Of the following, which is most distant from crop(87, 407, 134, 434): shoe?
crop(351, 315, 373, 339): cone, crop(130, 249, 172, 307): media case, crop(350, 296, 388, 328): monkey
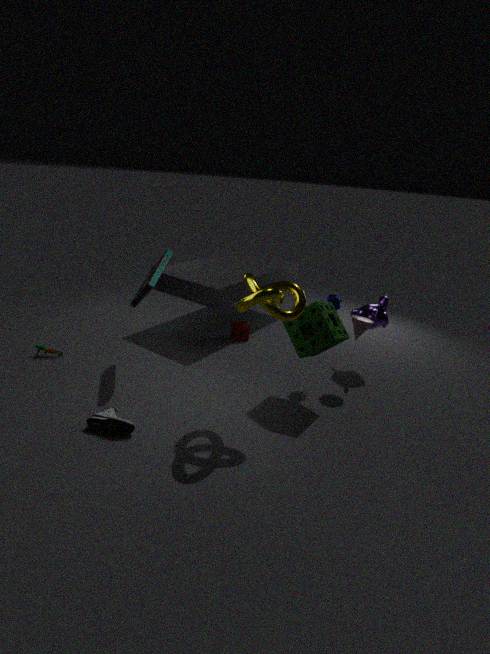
crop(350, 296, 388, 328): monkey
